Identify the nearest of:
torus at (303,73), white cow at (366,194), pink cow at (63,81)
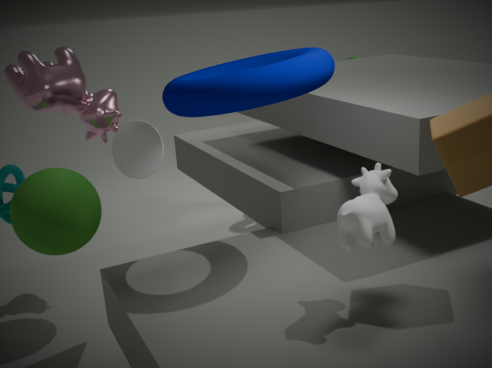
white cow at (366,194)
